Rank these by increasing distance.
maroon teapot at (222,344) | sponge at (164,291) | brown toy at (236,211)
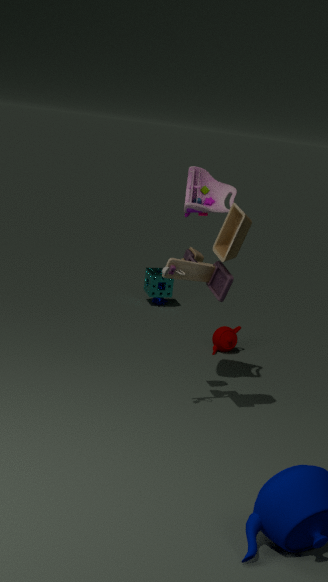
1. brown toy at (236,211)
2. maroon teapot at (222,344)
3. sponge at (164,291)
